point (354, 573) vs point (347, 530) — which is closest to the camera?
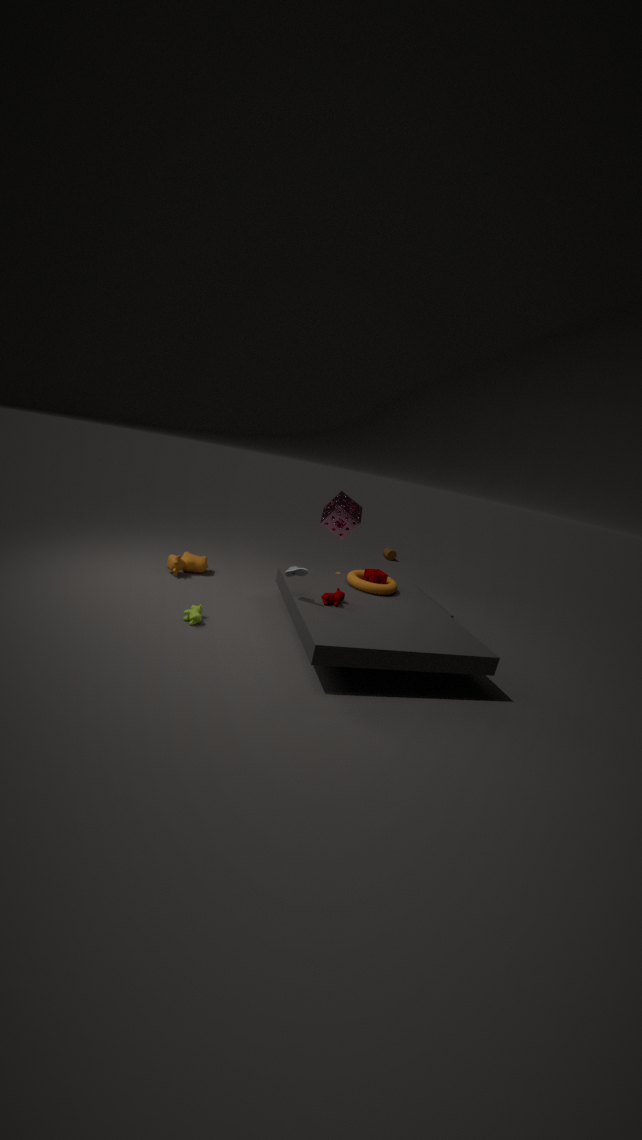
point (354, 573)
